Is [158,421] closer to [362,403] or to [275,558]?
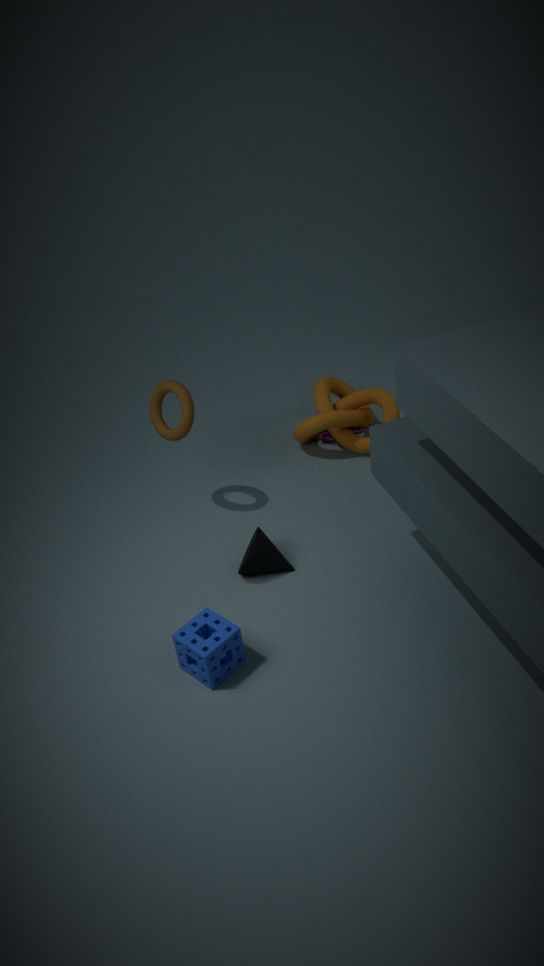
[275,558]
